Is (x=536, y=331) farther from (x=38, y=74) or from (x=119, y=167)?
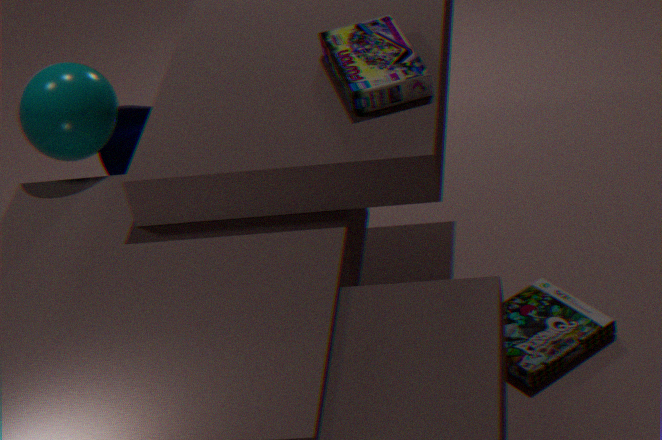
(x=38, y=74)
